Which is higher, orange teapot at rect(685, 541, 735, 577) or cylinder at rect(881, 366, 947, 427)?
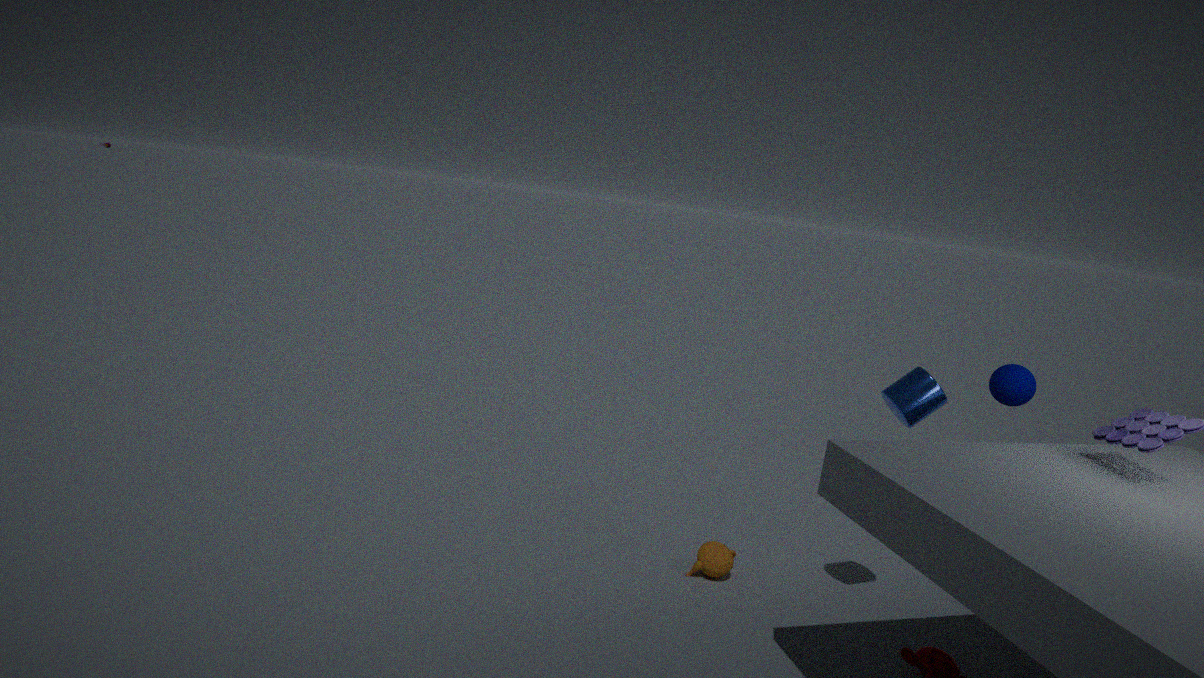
cylinder at rect(881, 366, 947, 427)
